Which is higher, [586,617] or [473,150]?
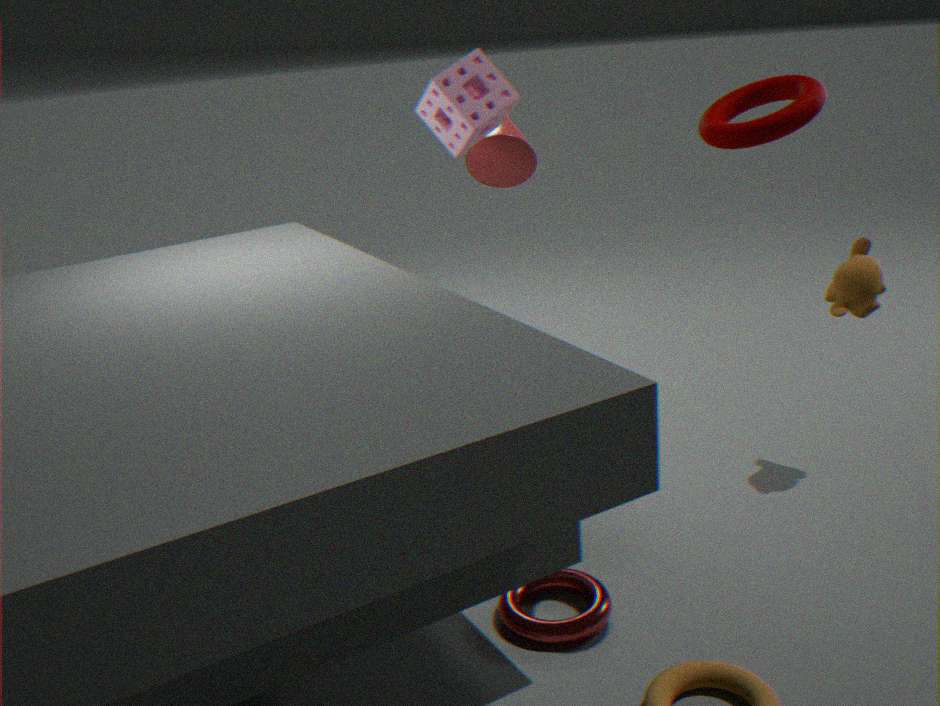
[473,150]
